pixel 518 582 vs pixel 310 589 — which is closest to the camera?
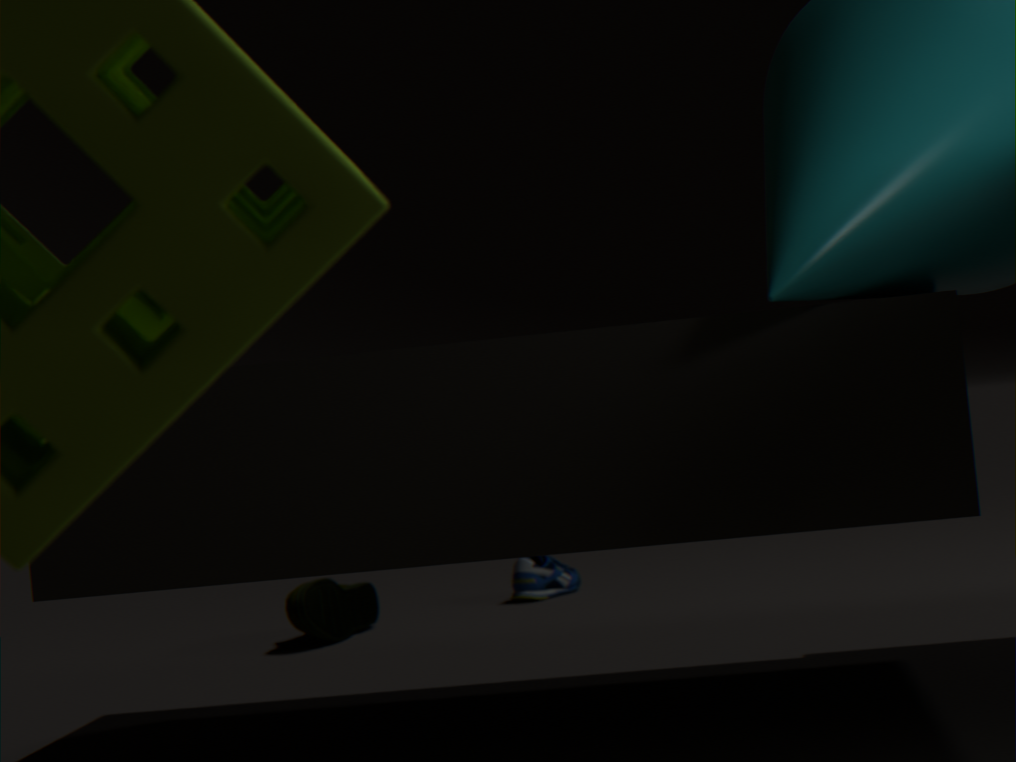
pixel 310 589
